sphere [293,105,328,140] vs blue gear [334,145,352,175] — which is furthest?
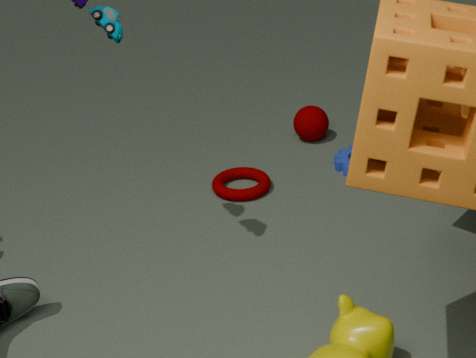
sphere [293,105,328,140]
